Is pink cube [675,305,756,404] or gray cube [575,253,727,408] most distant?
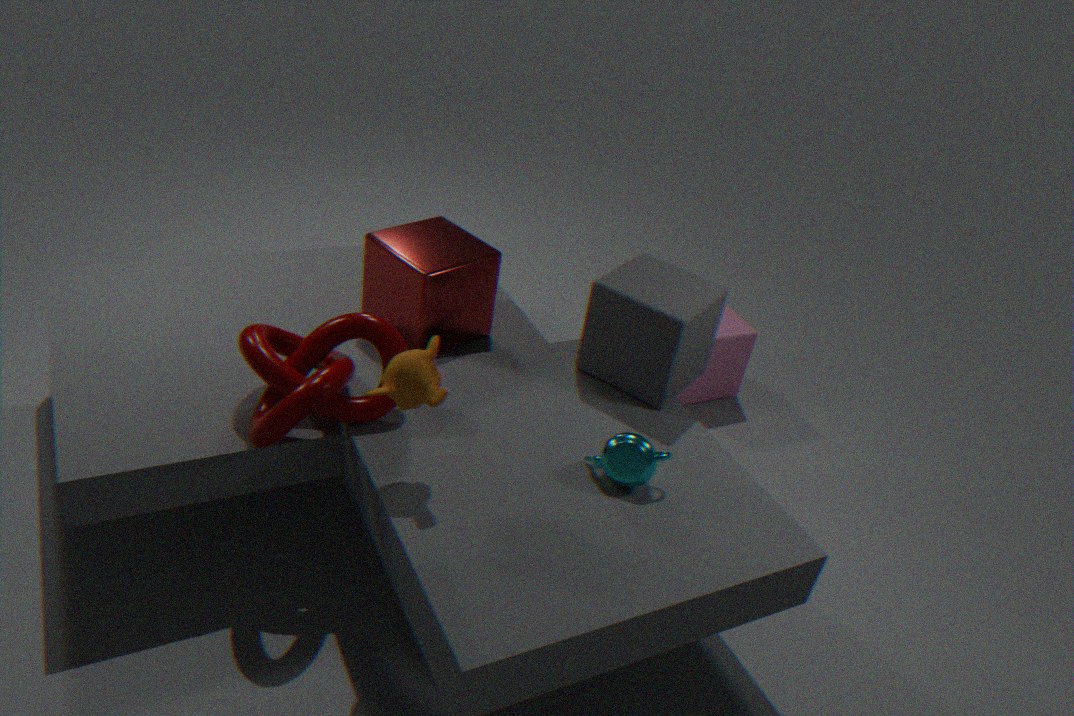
pink cube [675,305,756,404]
